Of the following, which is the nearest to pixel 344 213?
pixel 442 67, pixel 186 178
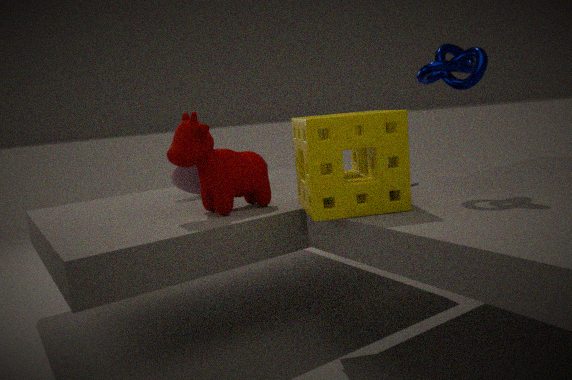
pixel 442 67
